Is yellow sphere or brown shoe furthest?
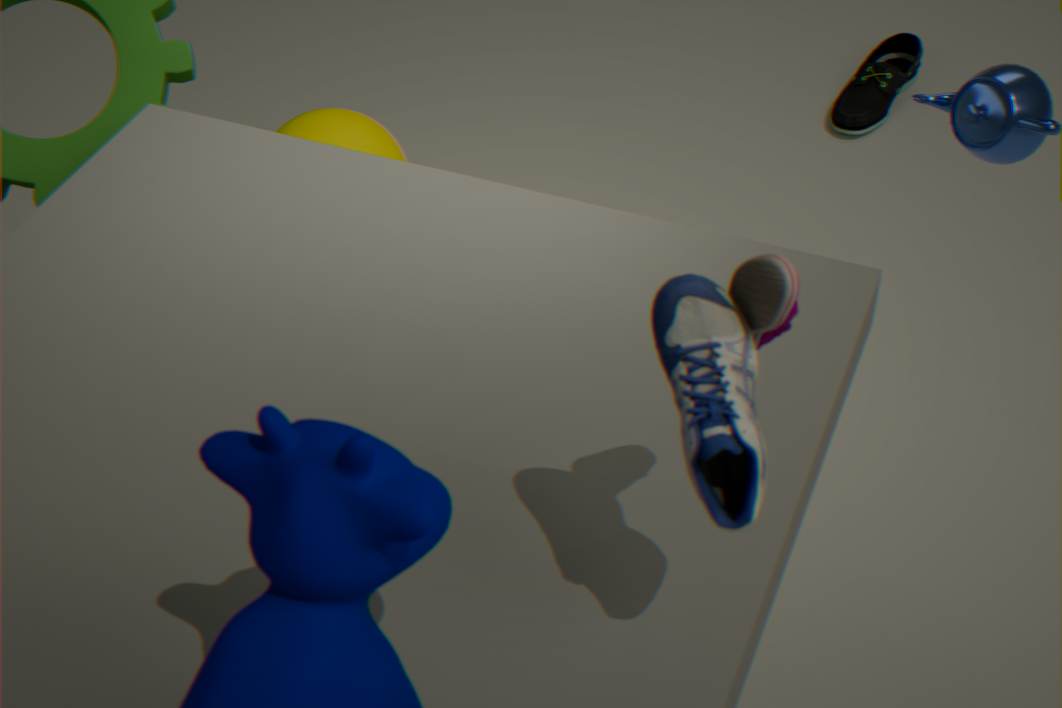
yellow sphere
